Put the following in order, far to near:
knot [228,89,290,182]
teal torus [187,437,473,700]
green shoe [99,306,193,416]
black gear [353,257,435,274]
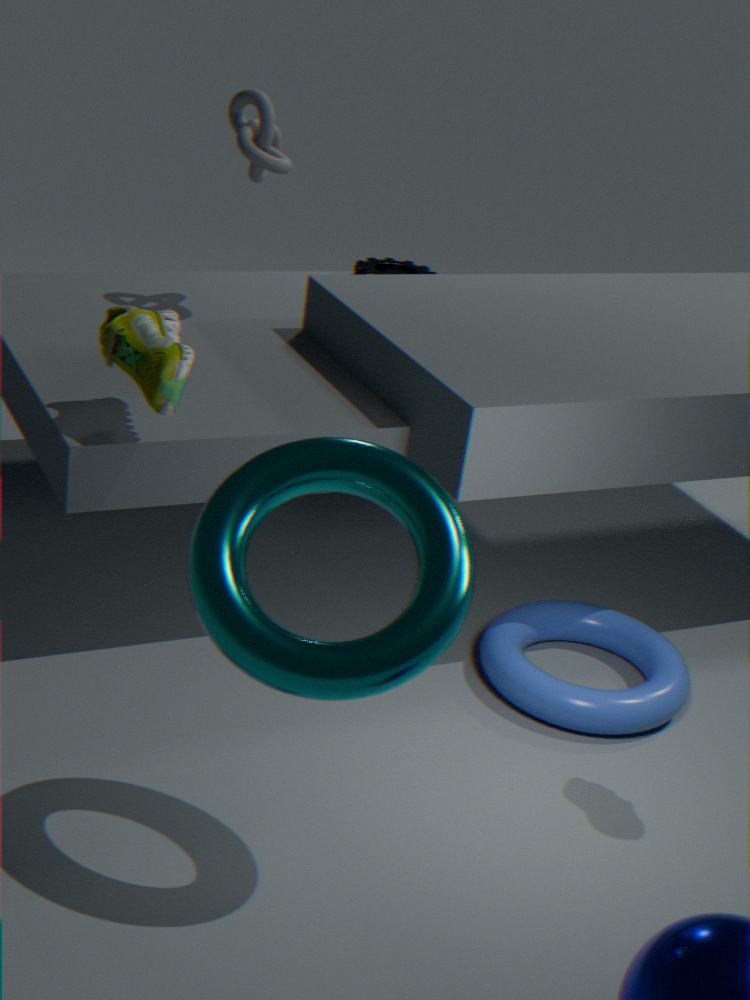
black gear [353,257,435,274], knot [228,89,290,182], green shoe [99,306,193,416], teal torus [187,437,473,700]
